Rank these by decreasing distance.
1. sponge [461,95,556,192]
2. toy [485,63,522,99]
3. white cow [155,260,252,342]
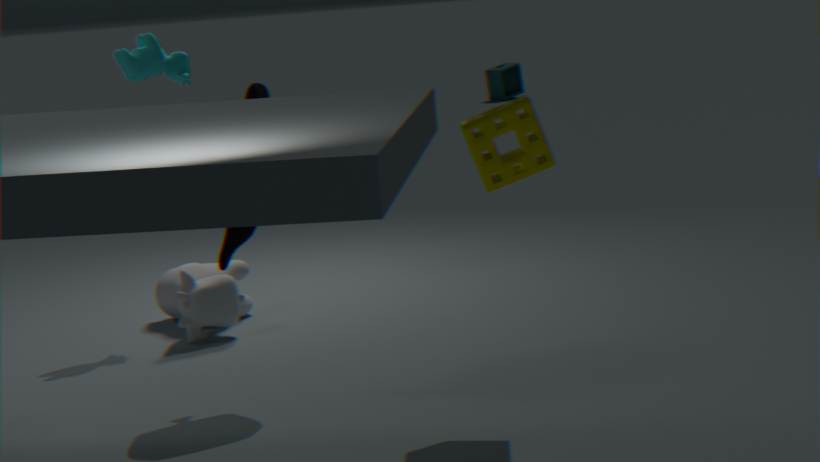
toy [485,63,522,99], white cow [155,260,252,342], sponge [461,95,556,192]
